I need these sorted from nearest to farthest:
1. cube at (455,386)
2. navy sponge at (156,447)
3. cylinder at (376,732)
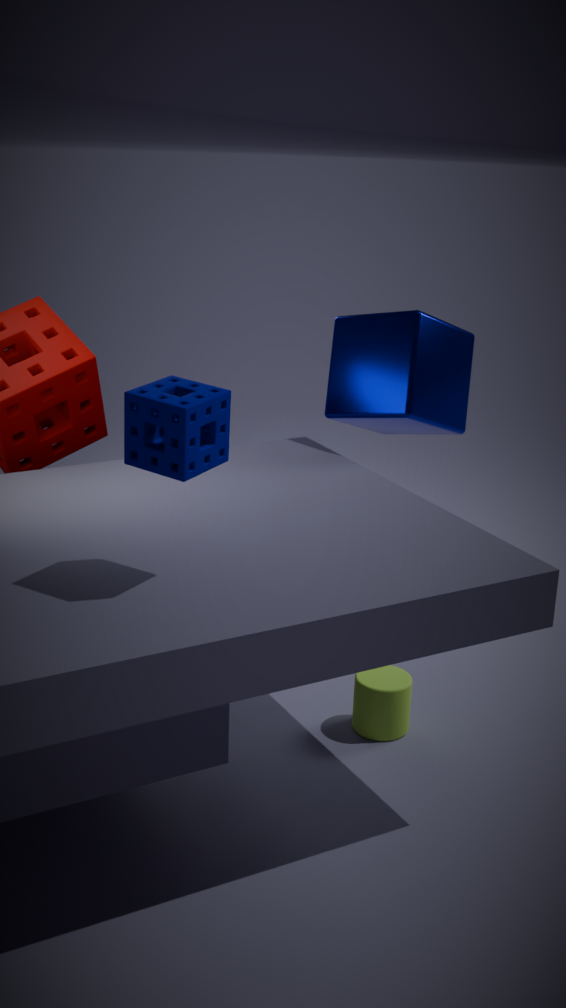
1. navy sponge at (156,447)
2. cylinder at (376,732)
3. cube at (455,386)
